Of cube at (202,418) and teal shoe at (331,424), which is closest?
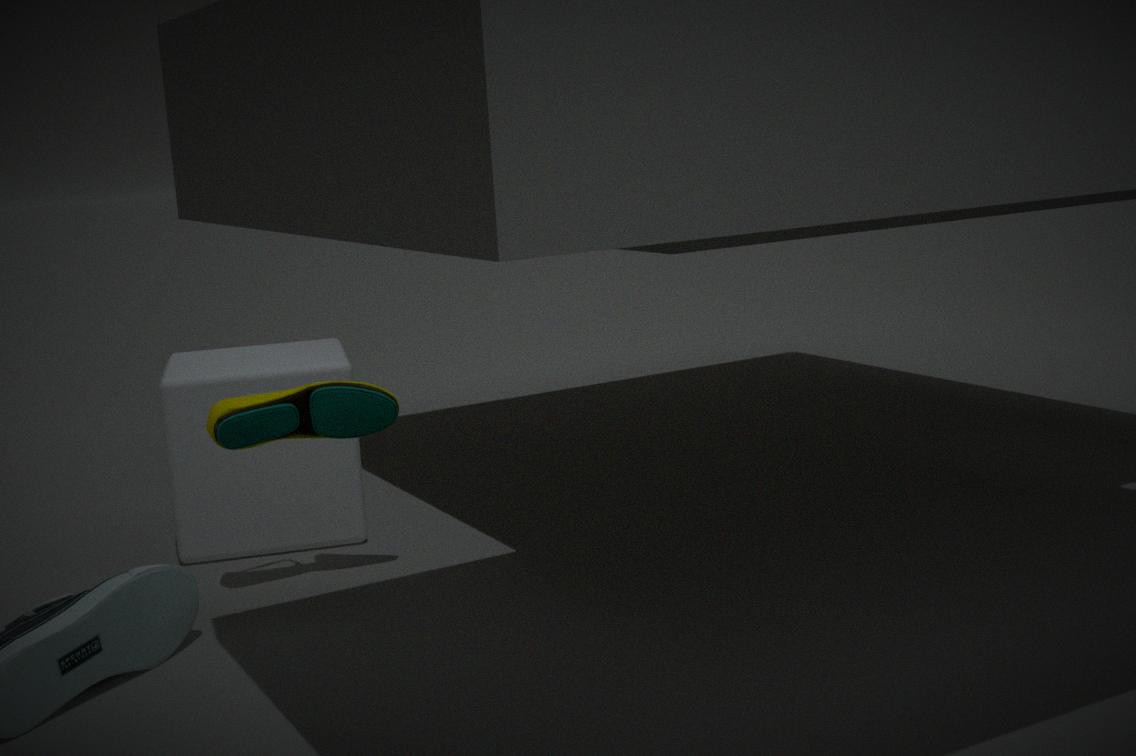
teal shoe at (331,424)
